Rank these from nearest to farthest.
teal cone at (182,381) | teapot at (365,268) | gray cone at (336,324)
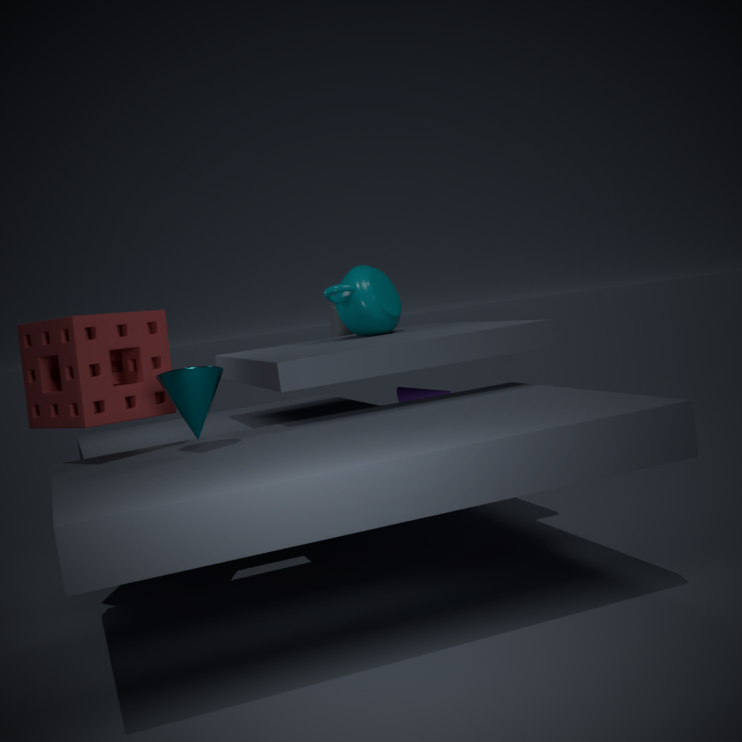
teal cone at (182,381)
teapot at (365,268)
gray cone at (336,324)
